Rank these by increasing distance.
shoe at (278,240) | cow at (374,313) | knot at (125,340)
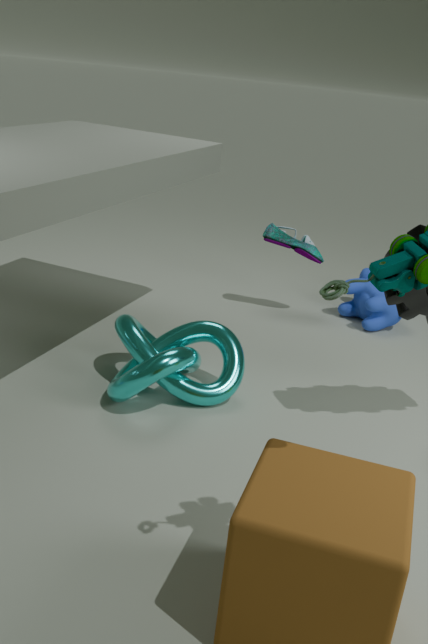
knot at (125,340), cow at (374,313), shoe at (278,240)
